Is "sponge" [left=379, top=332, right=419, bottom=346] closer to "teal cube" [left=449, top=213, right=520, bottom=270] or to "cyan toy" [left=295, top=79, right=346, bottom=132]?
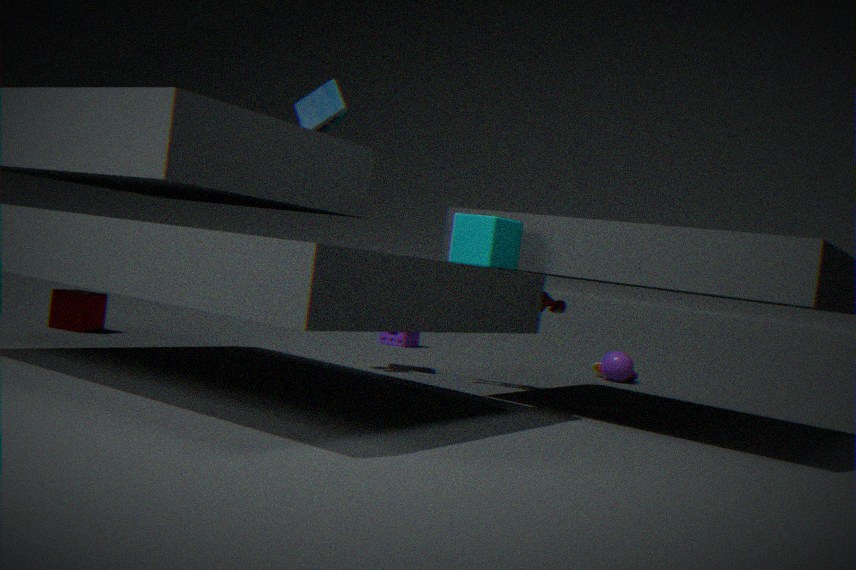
"cyan toy" [left=295, top=79, right=346, bottom=132]
